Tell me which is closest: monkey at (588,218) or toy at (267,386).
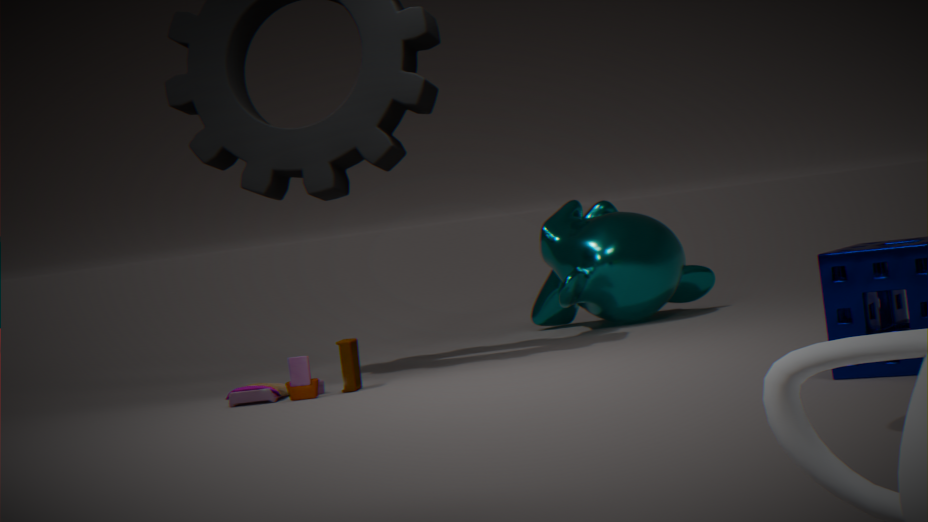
toy at (267,386)
